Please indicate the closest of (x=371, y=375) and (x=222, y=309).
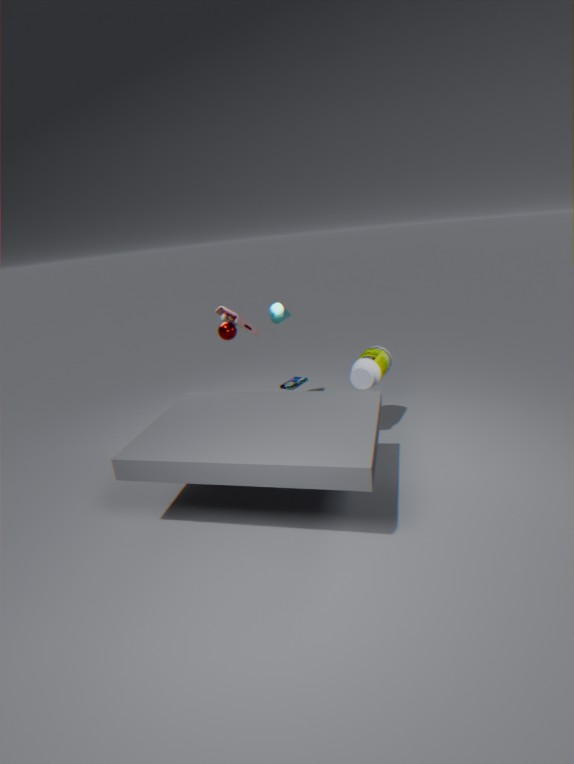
(x=371, y=375)
